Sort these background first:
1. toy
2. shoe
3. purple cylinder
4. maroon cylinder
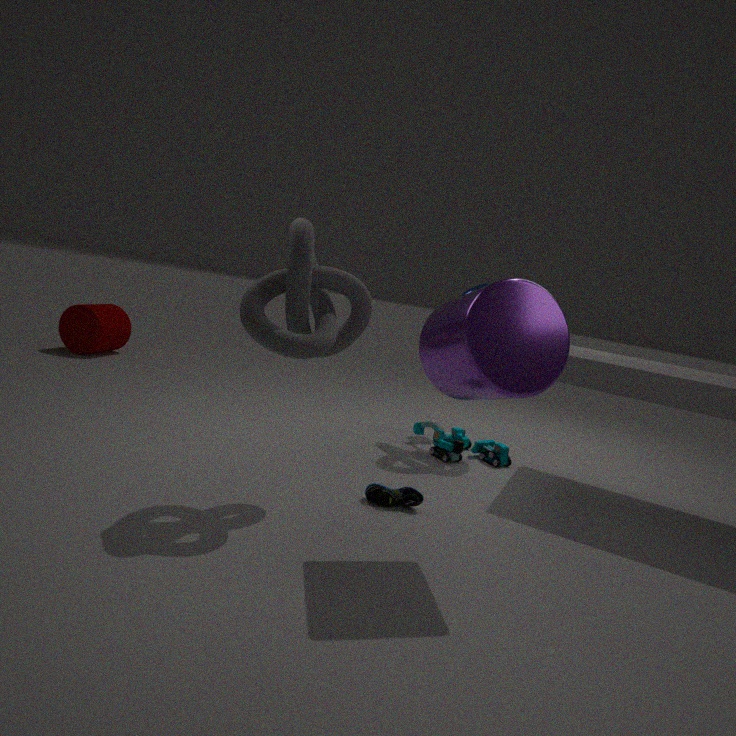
maroon cylinder < toy < shoe < purple cylinder
